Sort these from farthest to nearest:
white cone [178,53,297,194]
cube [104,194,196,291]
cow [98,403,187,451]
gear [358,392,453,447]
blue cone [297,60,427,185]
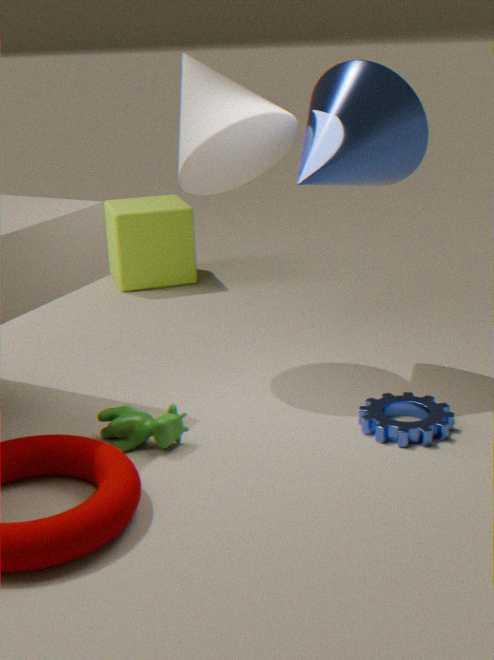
cube [104,194,196,291], white cone [178,53,297,194], blue cone [297,60,427,185], gear [358,392,453,447], cow [98,403,187,451]
